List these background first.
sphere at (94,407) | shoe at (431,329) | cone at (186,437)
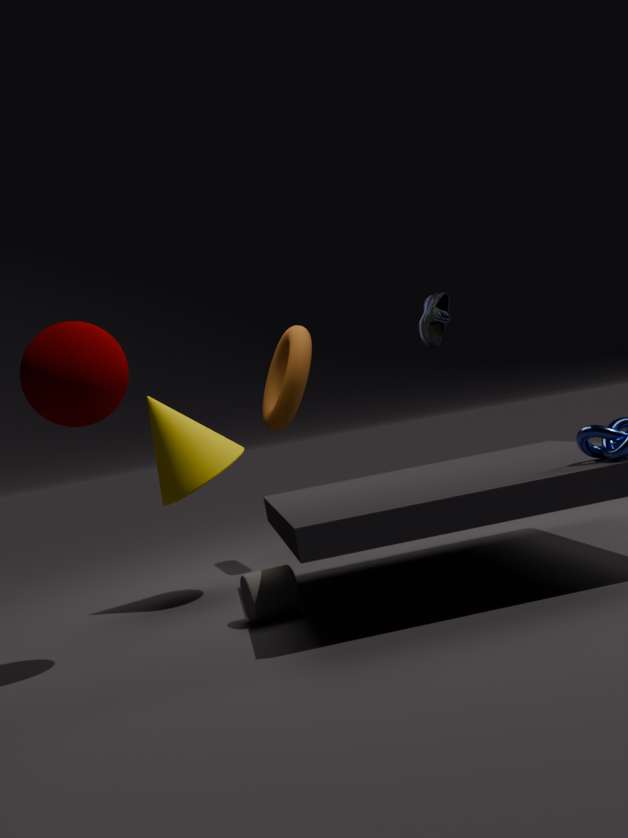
shoe at (431,329) → cone at (186,437) → sphere at (94,407)
